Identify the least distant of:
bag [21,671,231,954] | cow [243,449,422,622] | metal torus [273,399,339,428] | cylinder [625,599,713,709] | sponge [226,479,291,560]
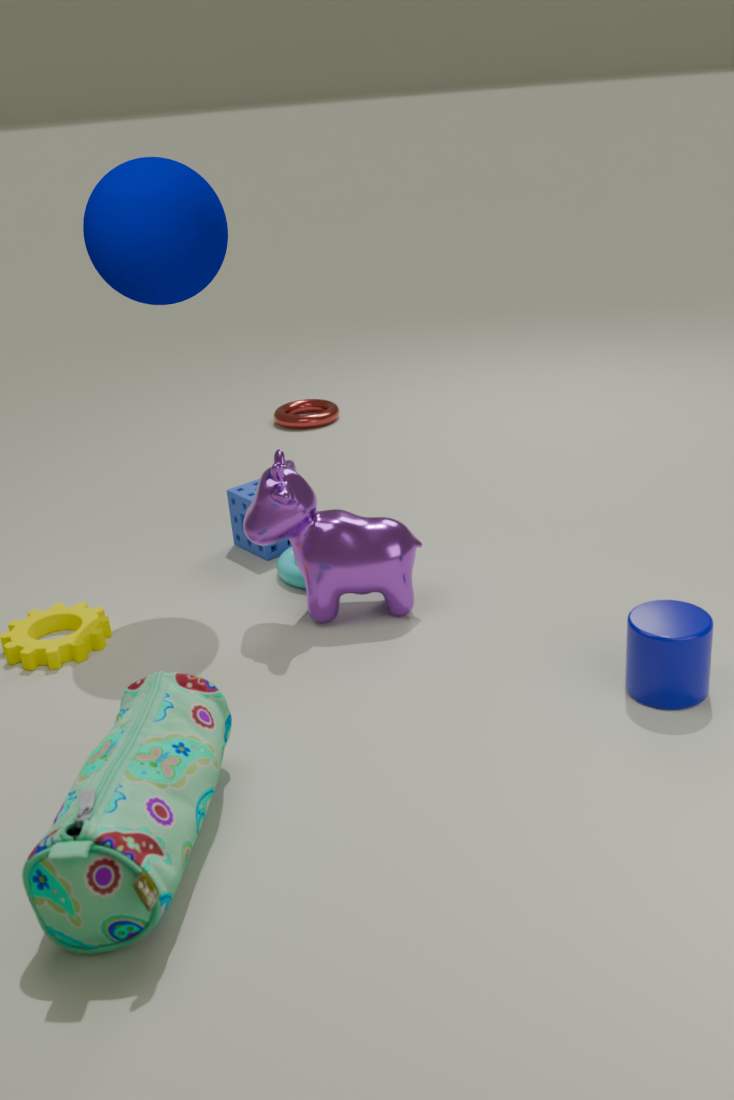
bag [21,671,231,954]
